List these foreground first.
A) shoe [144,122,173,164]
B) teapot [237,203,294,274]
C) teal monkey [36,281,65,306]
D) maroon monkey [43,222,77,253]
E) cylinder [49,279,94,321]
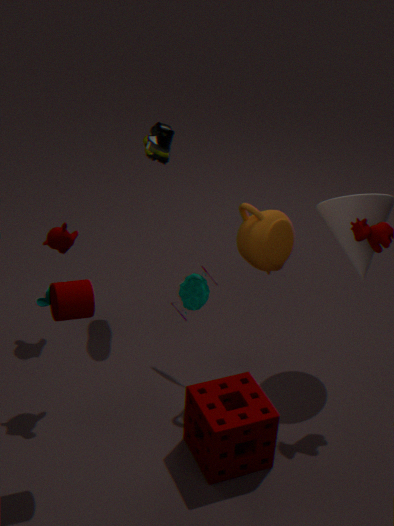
cylinder [49,279,94,321] < teal monkey [36,281,65,306] < teapot [237,203,294,274] < shoe [144,122,173,164] < maroon monkey [43,222,77,253]
